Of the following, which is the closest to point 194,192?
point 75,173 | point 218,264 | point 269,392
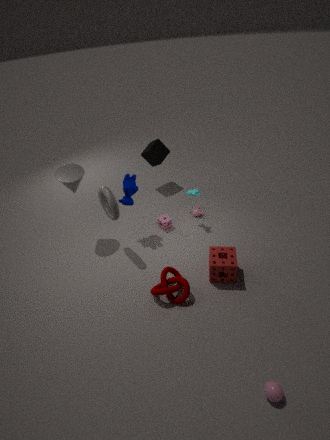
point 218,264
